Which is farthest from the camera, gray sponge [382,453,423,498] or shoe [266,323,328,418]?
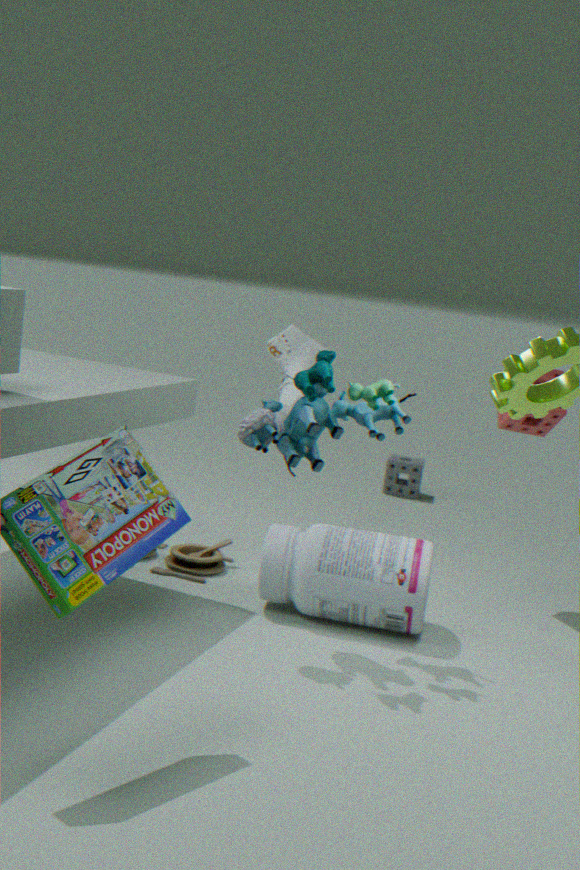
gray sponge [382,453,423,498]
